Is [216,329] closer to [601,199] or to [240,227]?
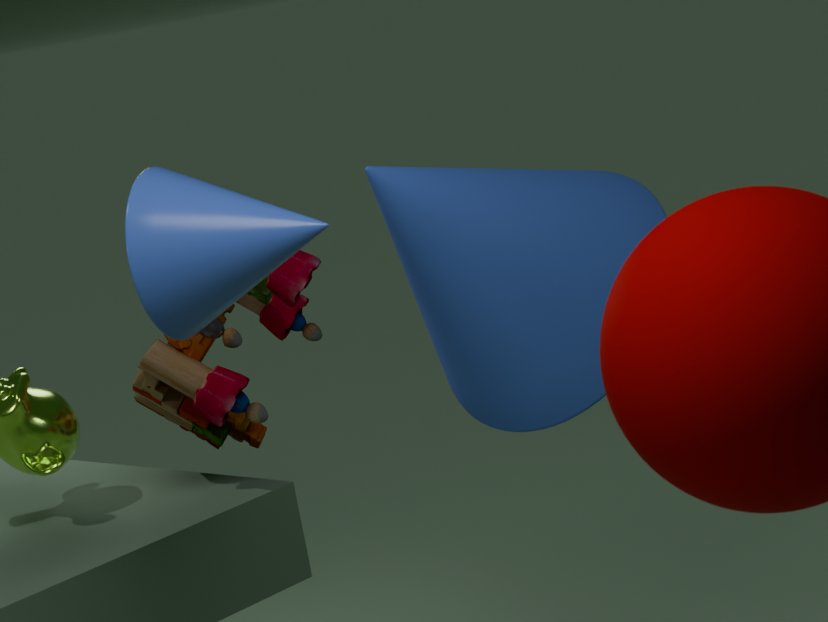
[601,199]
